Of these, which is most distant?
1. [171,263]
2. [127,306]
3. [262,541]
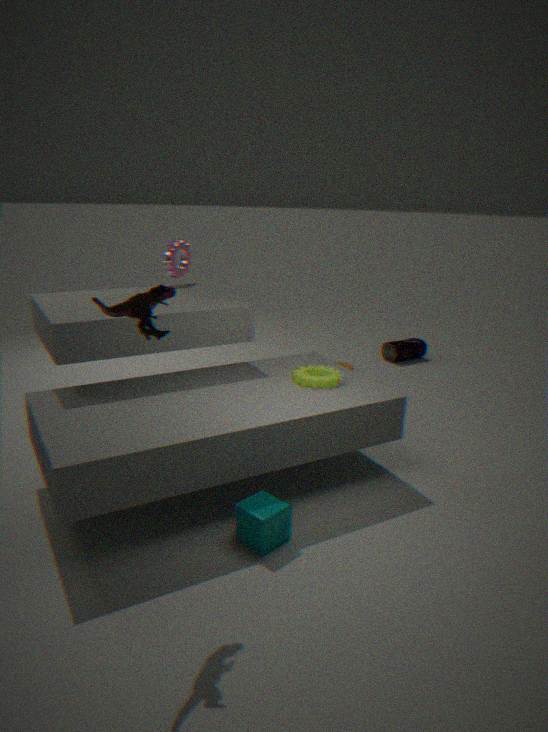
[171,263]
